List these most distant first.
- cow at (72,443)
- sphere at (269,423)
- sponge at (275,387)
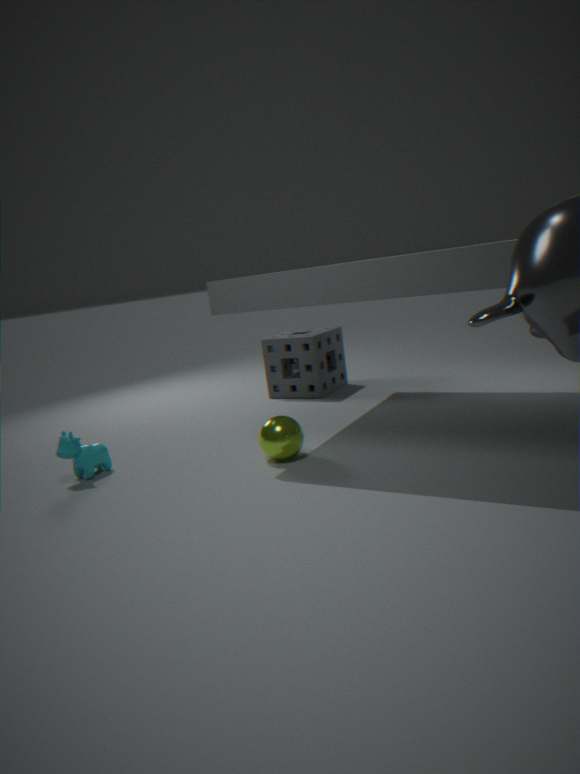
1. sponge at (275,387)
2. cow at (72,443)
3. sphere at (269,423)
